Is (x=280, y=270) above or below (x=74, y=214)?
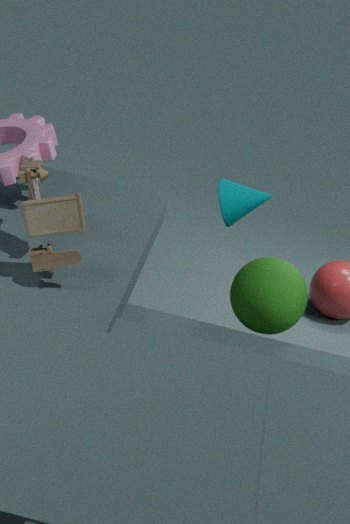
below
